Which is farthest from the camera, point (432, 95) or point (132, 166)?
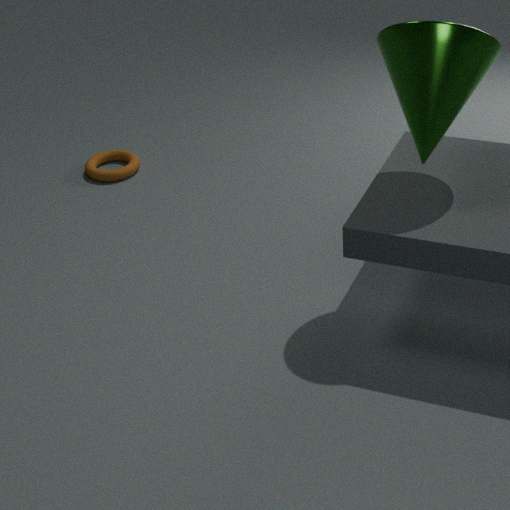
point (132, 166)
